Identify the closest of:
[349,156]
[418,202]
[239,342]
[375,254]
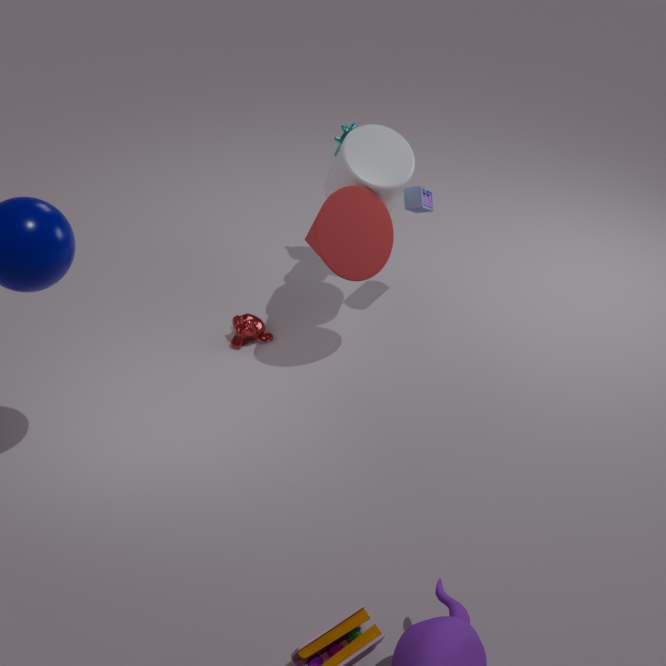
[349,156]
